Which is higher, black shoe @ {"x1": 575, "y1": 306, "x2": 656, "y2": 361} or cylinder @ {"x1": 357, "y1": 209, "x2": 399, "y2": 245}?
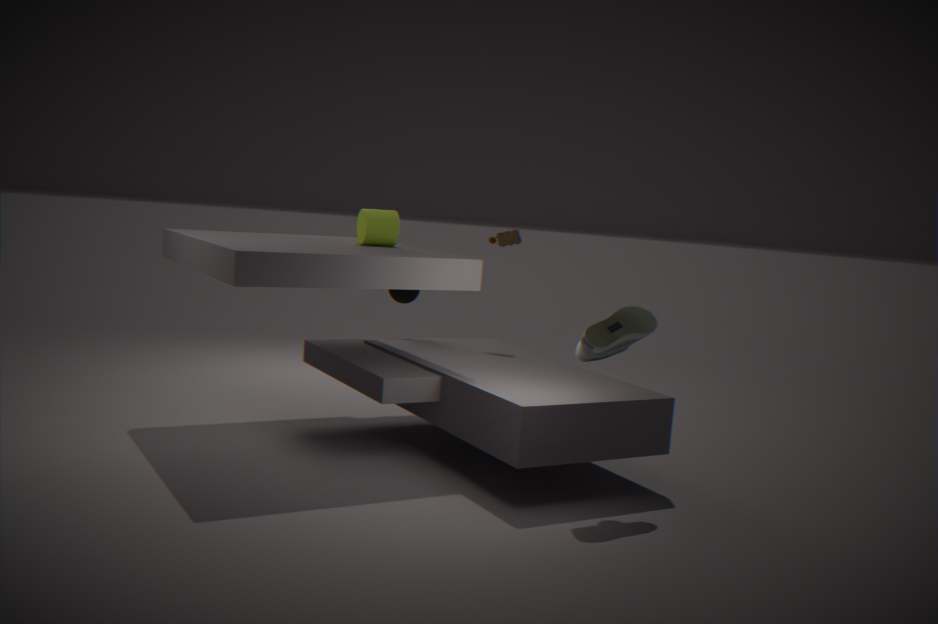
cylinder @ {"x1": 357, "y1": 209, "x2": 399, "y2": 245}
